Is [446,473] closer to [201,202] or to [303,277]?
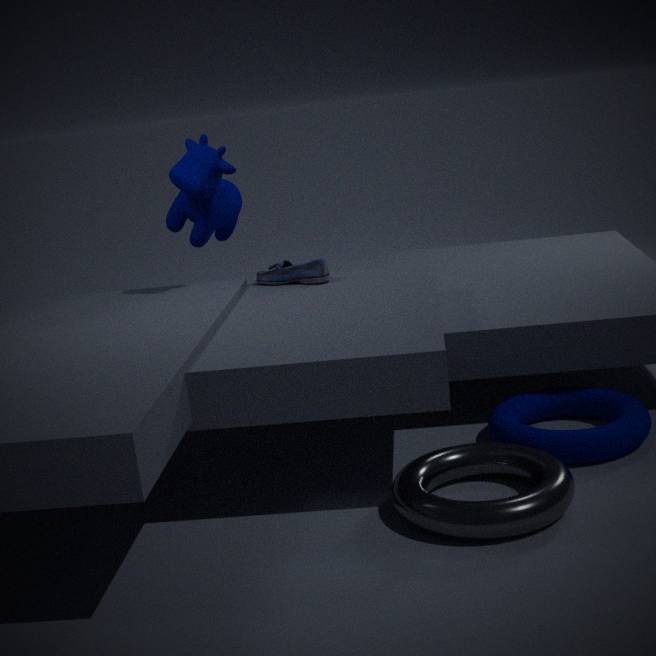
[303,277]
